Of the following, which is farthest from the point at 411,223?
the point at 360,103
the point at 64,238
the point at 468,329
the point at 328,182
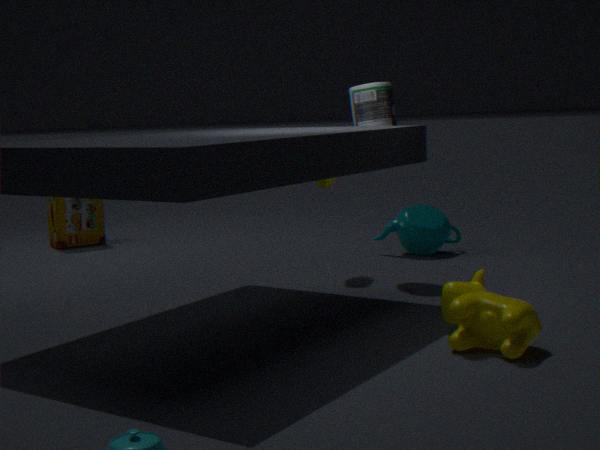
the point at 64,238
